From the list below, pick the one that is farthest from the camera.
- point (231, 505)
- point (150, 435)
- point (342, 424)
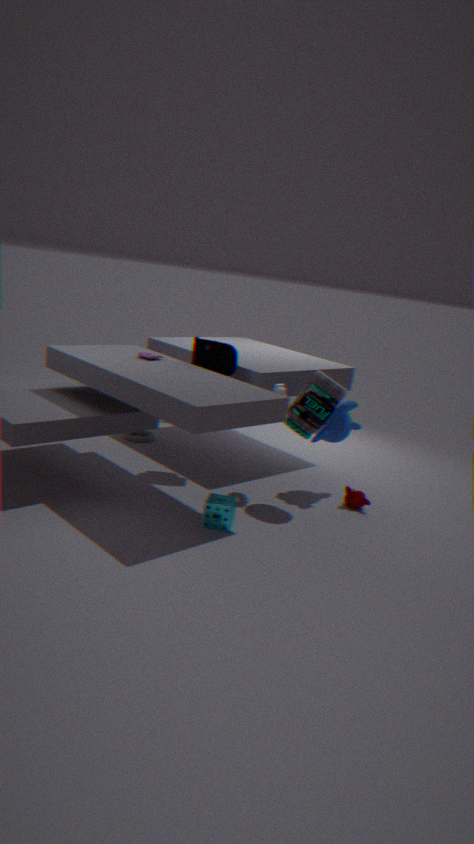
point (150, 435)
